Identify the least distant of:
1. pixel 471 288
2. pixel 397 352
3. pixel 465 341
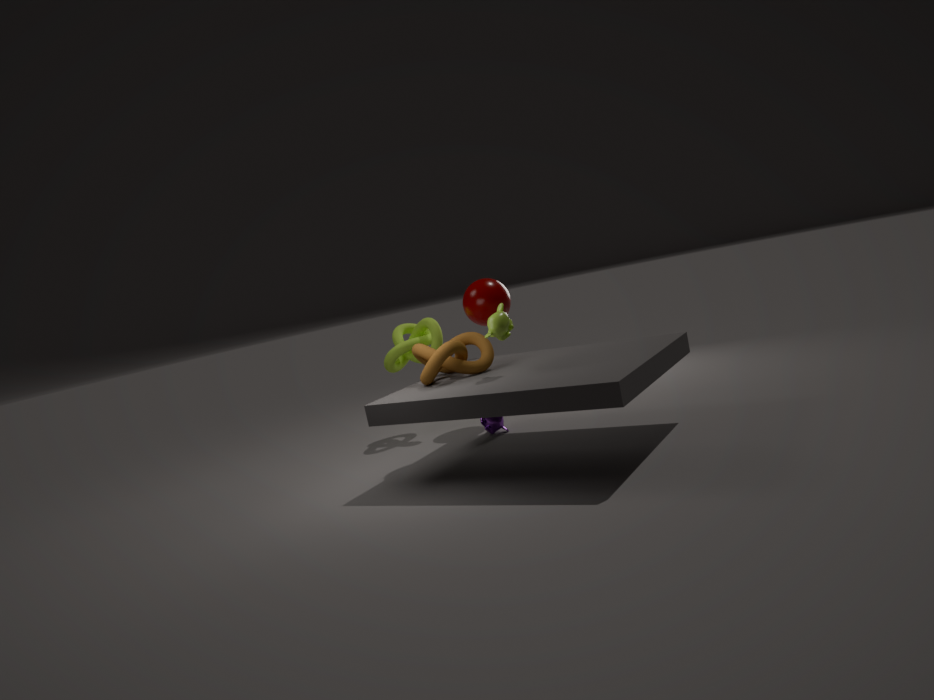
pixel 465 341
